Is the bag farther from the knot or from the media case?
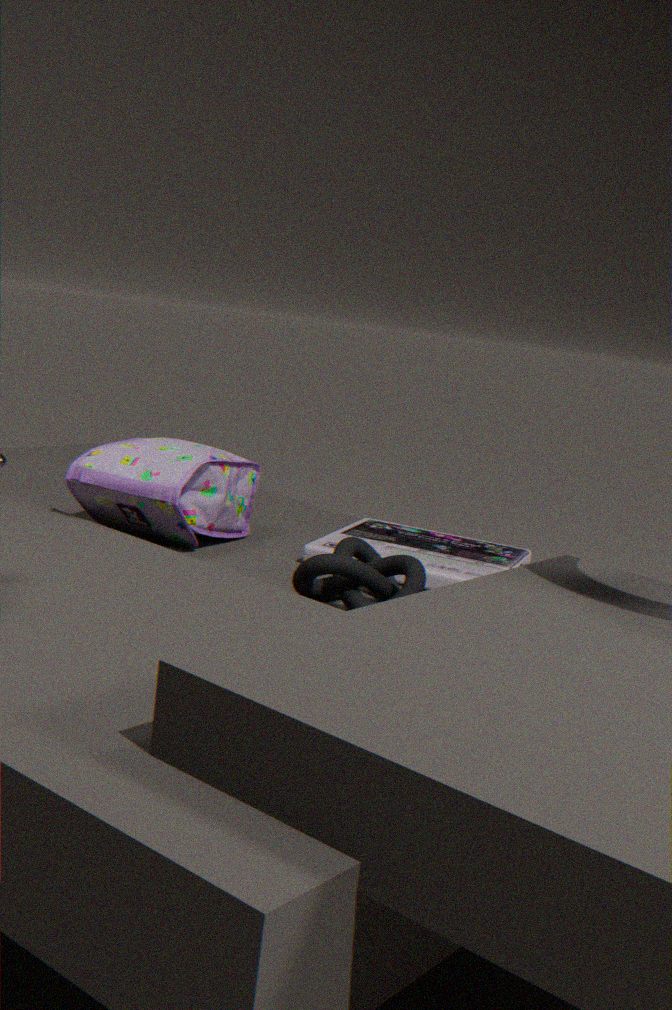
the knot
